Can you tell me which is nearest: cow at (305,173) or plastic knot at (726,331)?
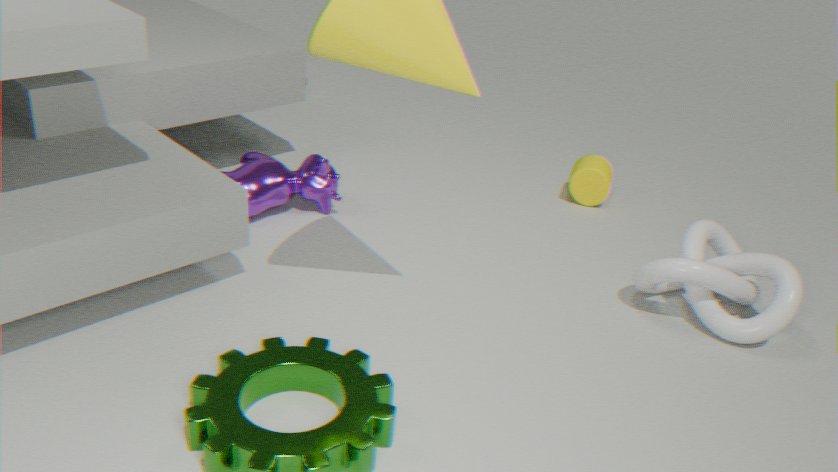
plastic knot at (726,331)
